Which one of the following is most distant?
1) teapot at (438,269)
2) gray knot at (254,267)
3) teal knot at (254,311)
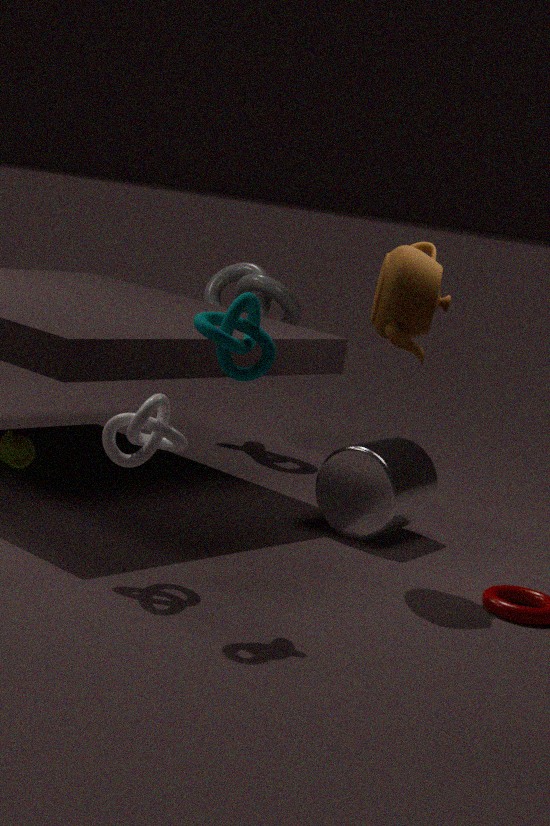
2. gray knot at (254,267)
